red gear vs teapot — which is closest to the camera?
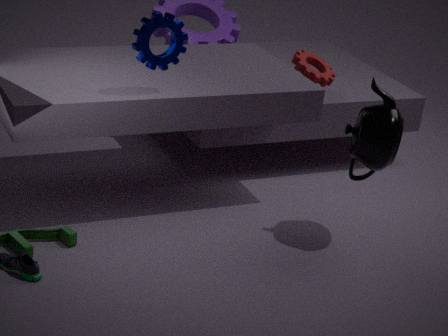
teapot
